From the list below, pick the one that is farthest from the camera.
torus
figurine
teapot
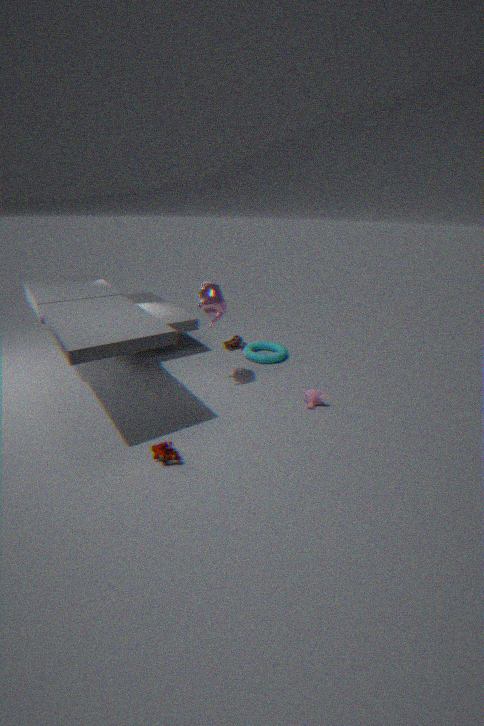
torus
